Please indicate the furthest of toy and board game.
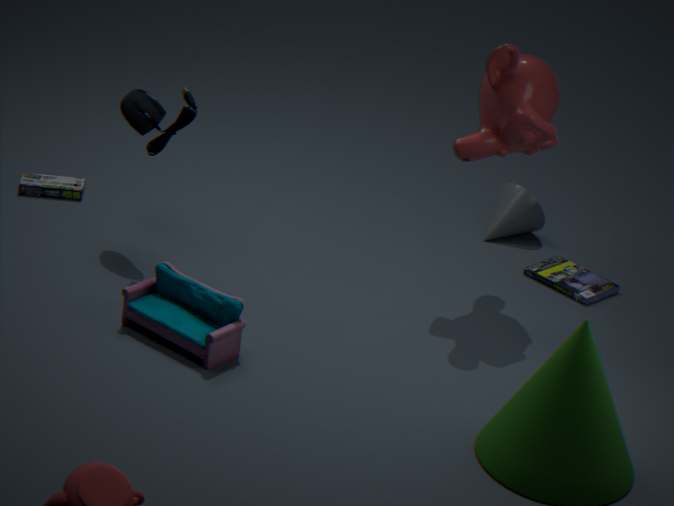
board game
